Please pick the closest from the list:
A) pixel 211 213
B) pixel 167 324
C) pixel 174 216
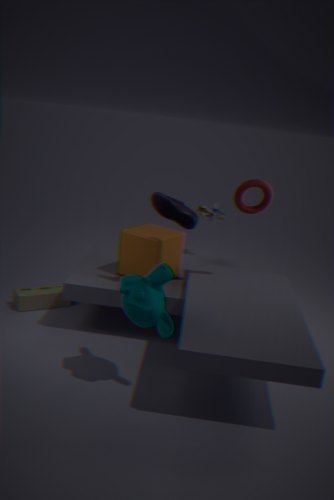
B. pixel 167 324
